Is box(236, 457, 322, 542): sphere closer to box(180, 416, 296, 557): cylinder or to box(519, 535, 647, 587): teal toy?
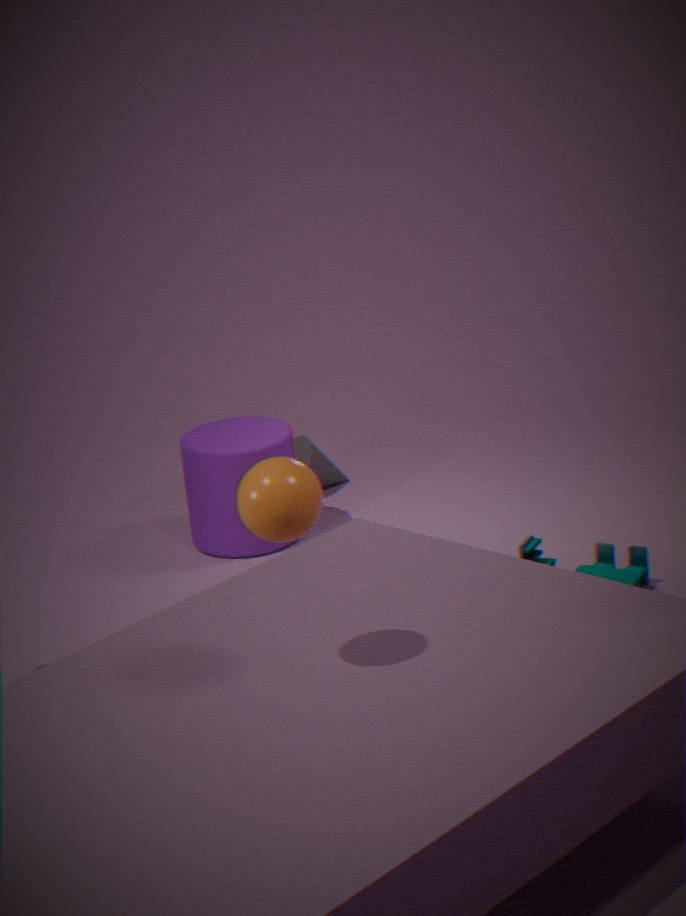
box(519, 535, 647, 587): teal toy
